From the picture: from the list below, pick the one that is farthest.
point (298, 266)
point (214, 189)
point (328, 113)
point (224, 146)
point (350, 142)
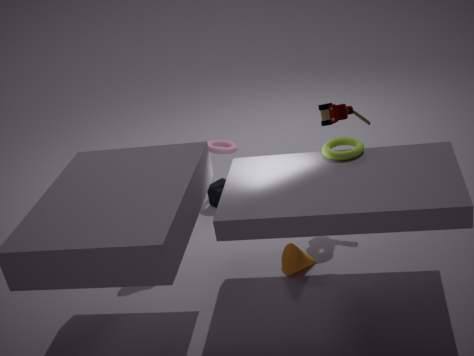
point (224, 146)
